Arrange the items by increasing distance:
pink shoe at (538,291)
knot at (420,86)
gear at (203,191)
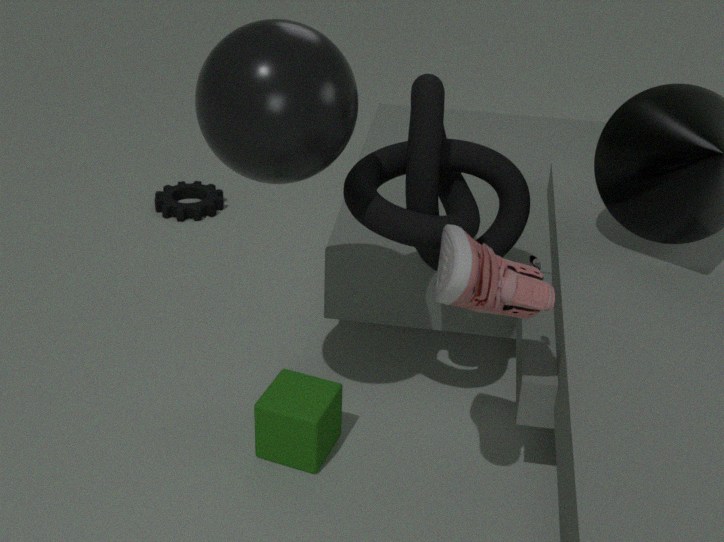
pink shoe at (538,291)
knot at (420,86)
gear at (203,191)
